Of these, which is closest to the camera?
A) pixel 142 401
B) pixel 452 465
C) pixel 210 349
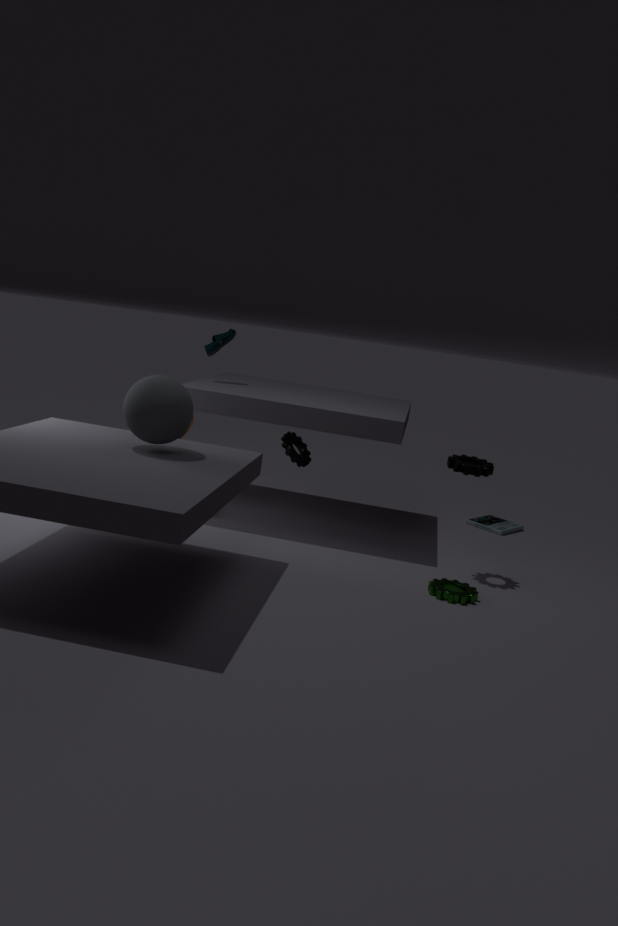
pixel 142 401
